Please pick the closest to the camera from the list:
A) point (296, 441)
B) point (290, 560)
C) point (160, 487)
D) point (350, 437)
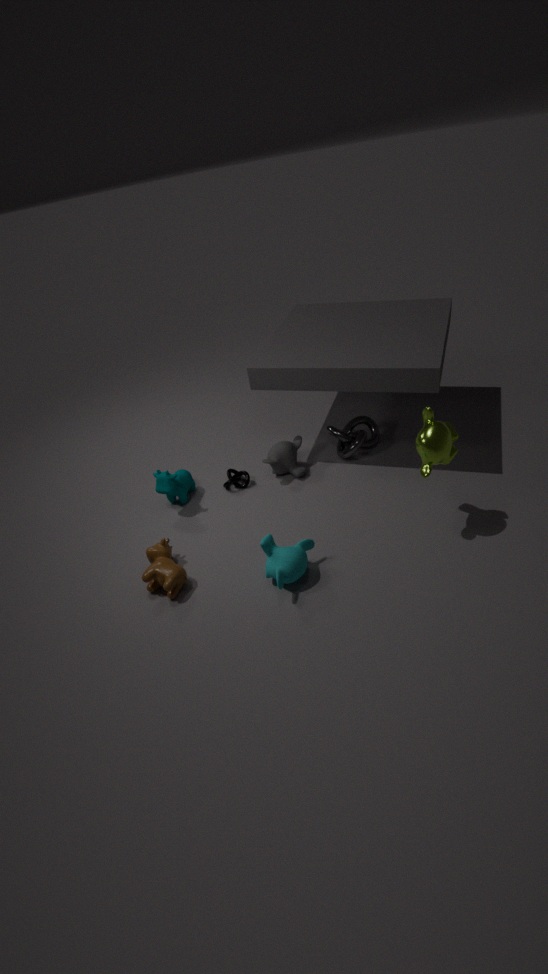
B. point (290, 560)
